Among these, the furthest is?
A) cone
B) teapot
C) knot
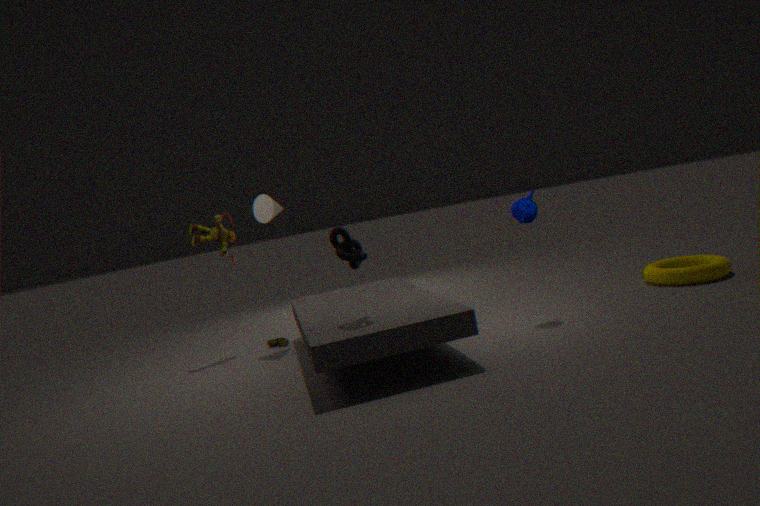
A. cone
